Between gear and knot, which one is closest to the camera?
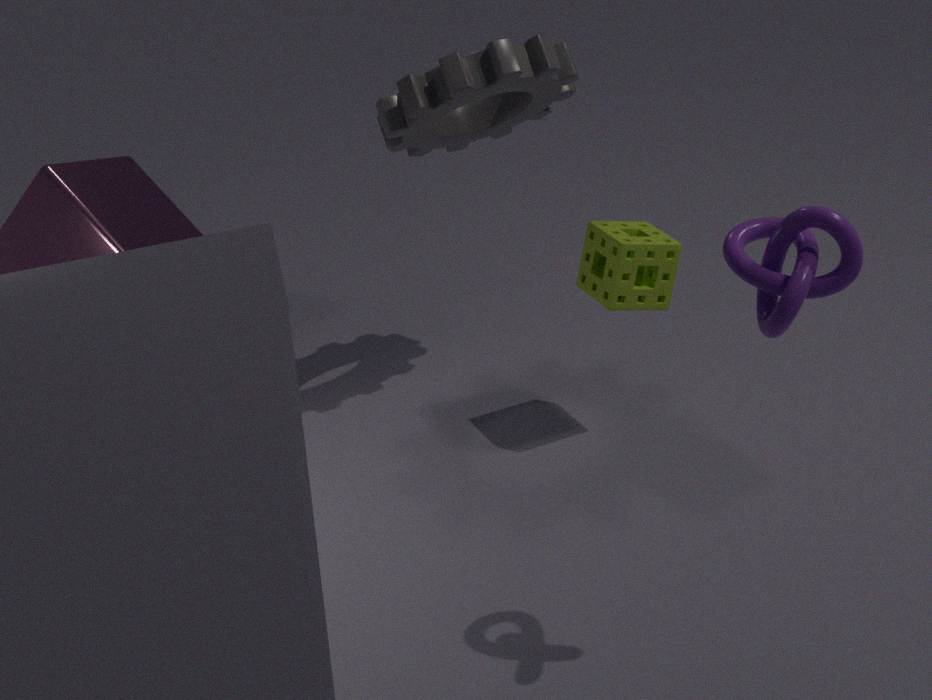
knot
